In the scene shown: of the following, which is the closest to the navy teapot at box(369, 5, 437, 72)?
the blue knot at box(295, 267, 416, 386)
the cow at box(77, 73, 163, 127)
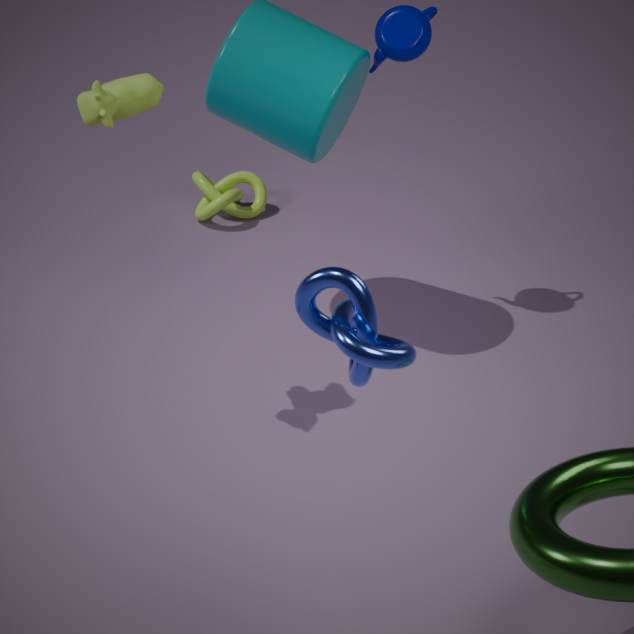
the cow at box(77, 73, 163, 127)
